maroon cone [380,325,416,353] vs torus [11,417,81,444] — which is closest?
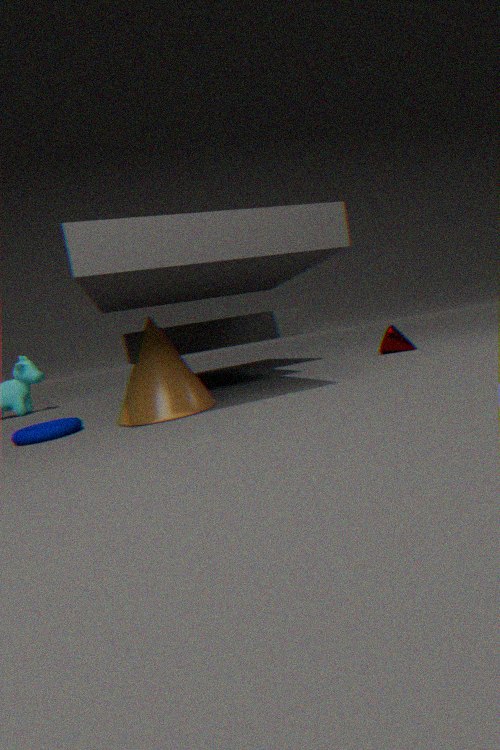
torus [11,417,81,444]
